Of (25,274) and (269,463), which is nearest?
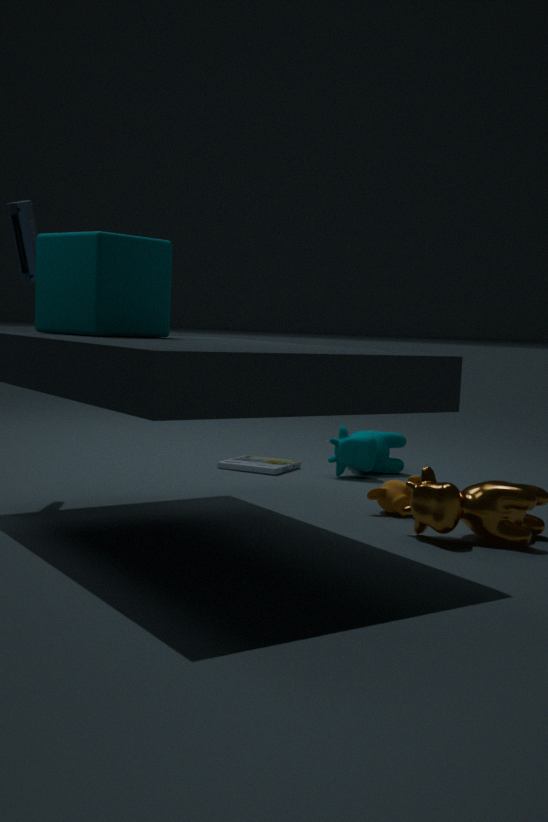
(25,274)
